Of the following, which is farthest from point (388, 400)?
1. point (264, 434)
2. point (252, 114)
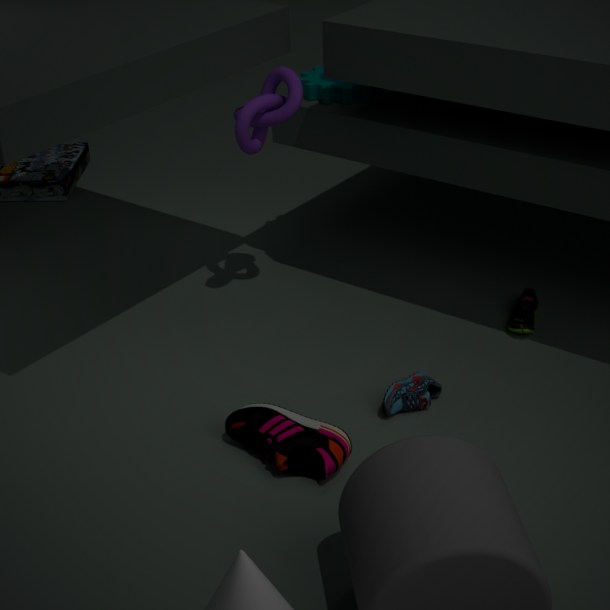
point (252, 114)
